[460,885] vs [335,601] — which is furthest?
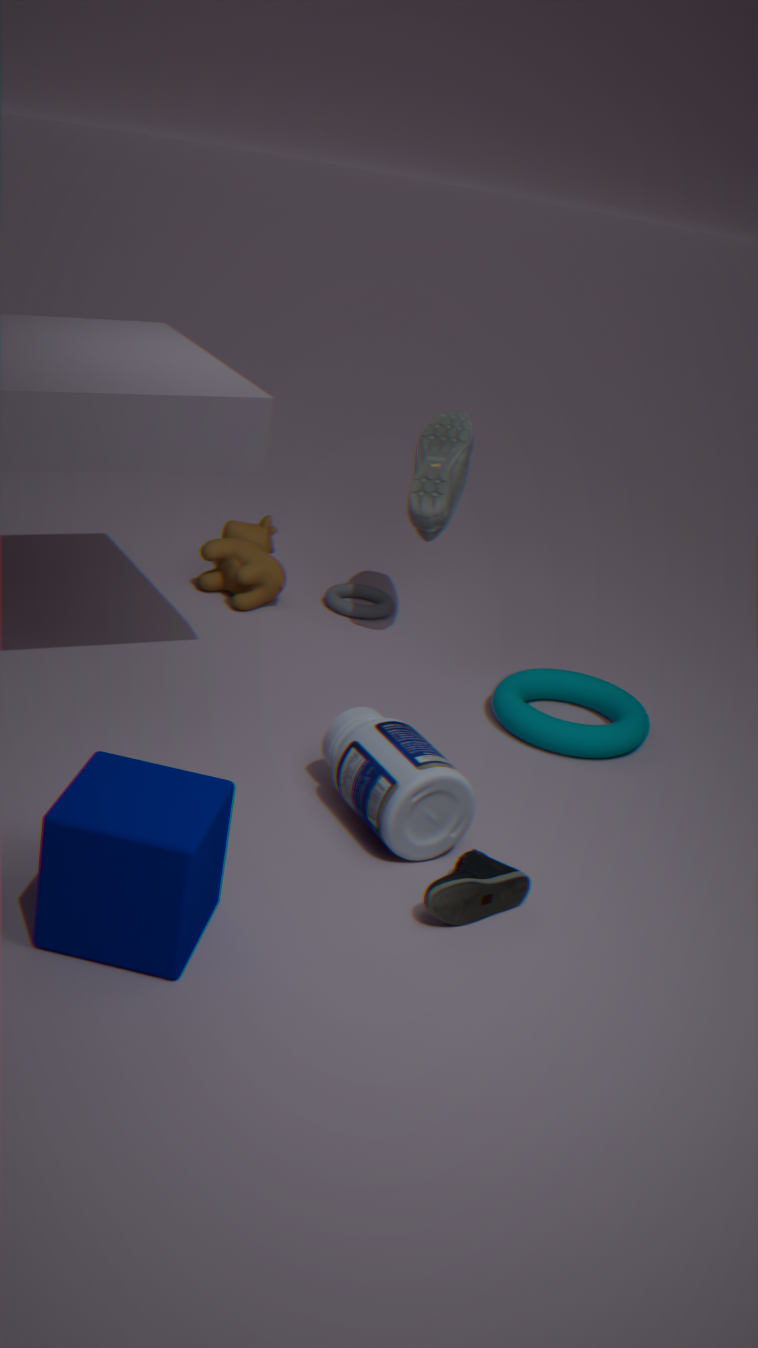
[335,601]
